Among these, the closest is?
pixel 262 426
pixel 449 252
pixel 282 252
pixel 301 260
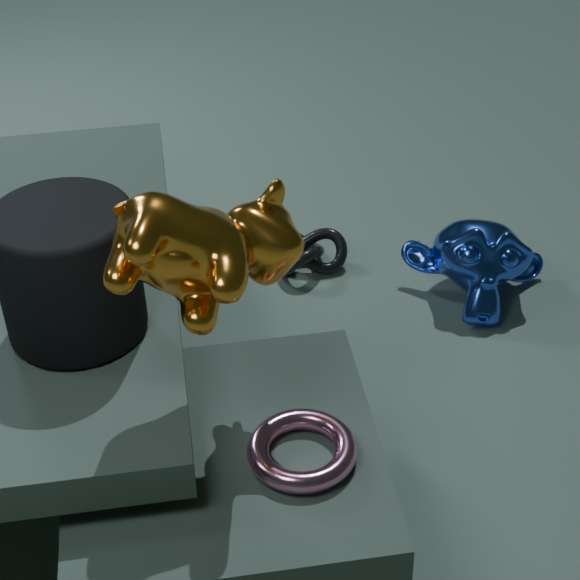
pixel 282 252
